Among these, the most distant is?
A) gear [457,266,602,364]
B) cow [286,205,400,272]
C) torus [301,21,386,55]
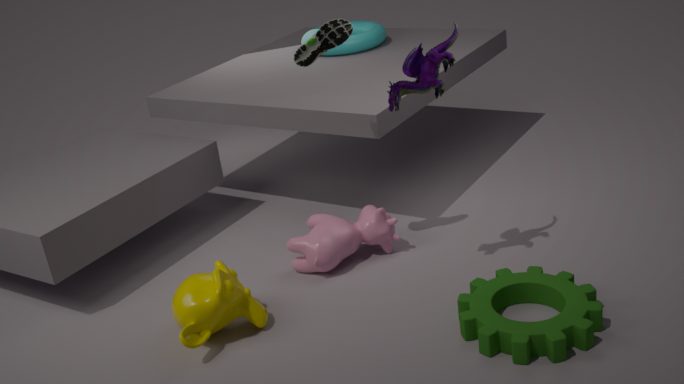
torus [301,21,386,55]
